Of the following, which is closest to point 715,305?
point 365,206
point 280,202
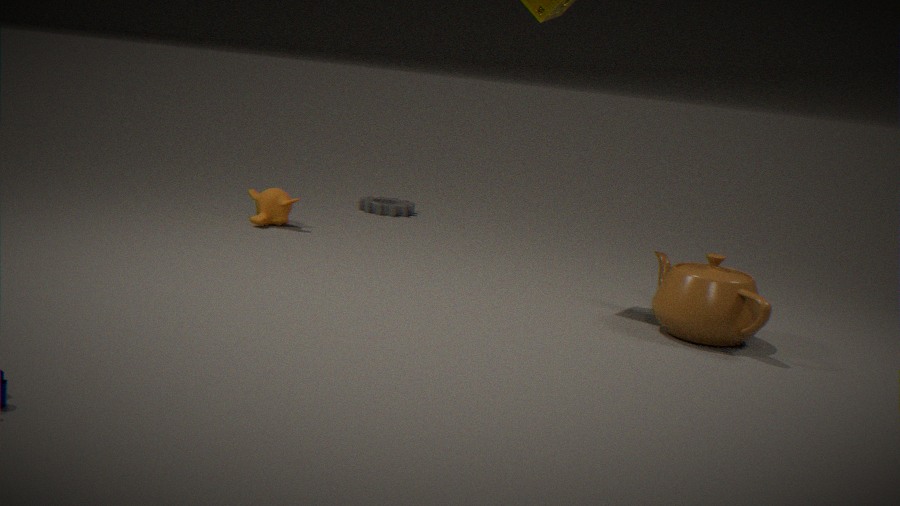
point 280,202
